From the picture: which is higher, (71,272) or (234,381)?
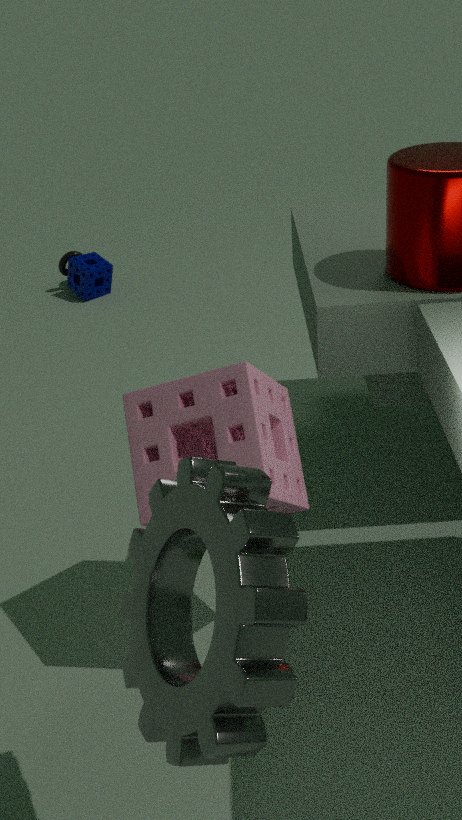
(234,381)
